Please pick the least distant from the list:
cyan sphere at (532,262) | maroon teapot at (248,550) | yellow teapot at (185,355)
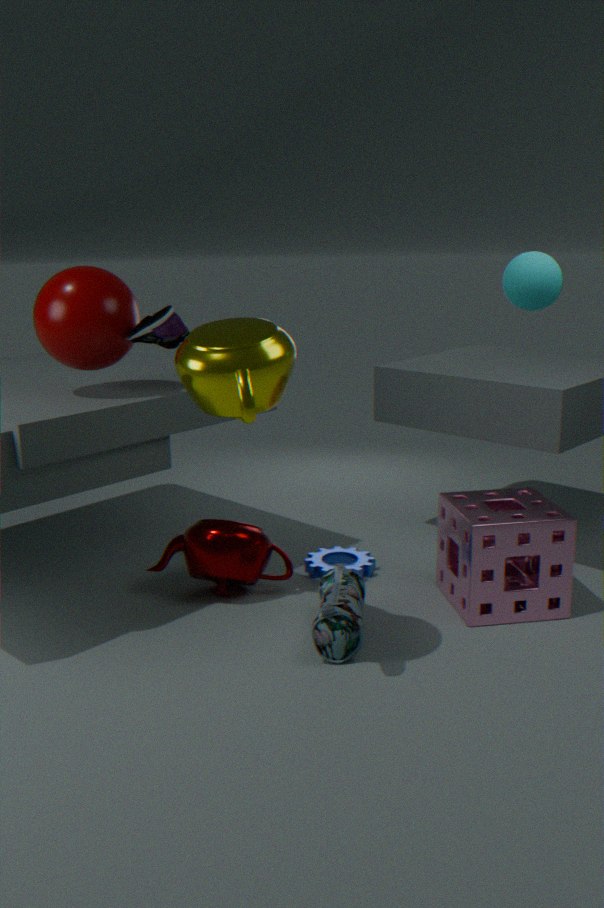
yellow teapot at (185,355)
